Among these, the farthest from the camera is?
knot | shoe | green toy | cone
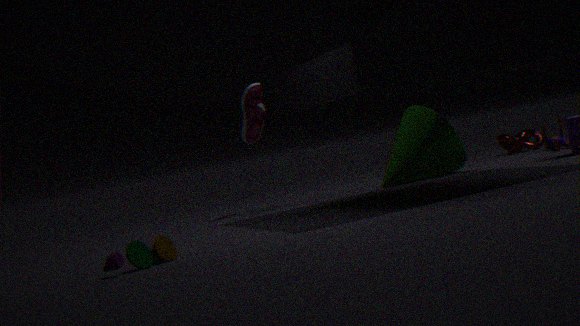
knot
